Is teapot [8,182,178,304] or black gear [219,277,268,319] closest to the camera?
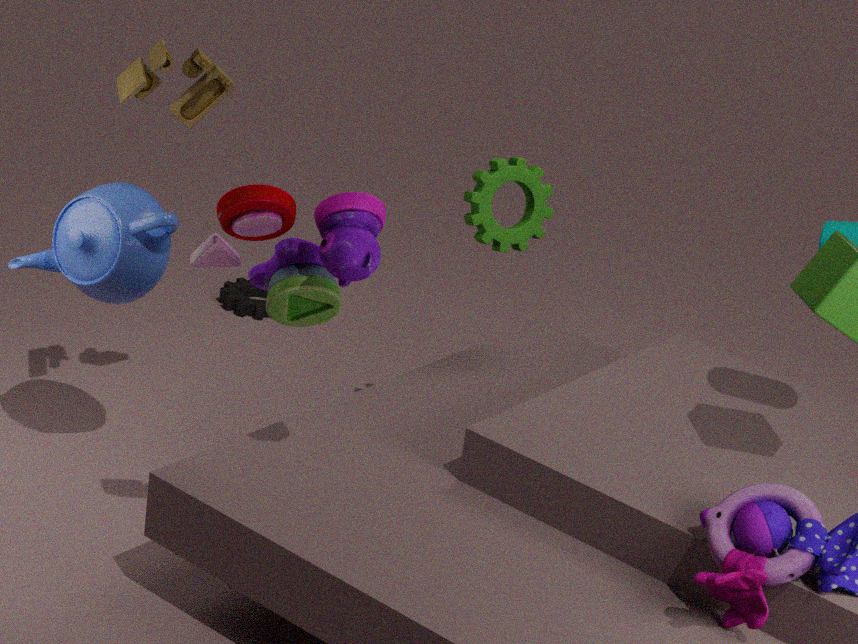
teapot [8,182,178,304]
